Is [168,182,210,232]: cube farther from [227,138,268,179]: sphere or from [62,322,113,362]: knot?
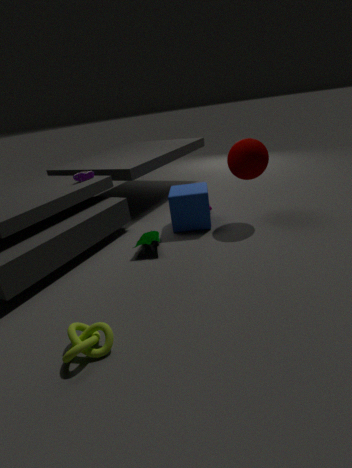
[62,322,113,362]: knot
